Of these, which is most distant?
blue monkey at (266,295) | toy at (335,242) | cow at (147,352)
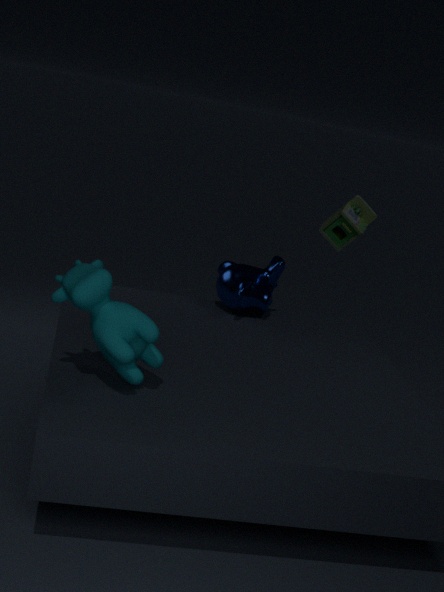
toy at (335,242)
